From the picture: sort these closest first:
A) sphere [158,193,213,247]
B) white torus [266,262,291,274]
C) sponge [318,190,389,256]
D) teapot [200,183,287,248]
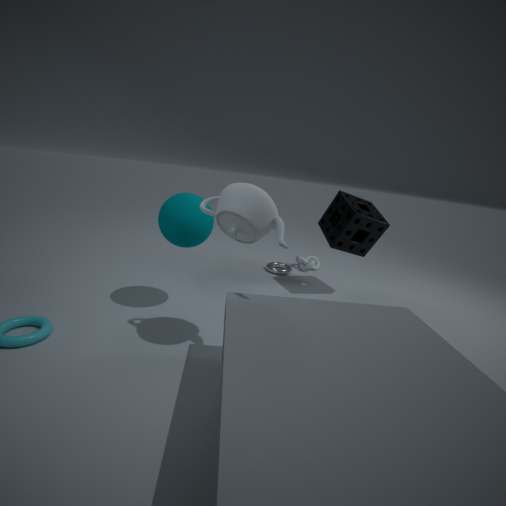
teapot [200,183,287,248], sphere [158,193,213,247], sponge [318,190,389,256], white torus [266,262,291,274]
